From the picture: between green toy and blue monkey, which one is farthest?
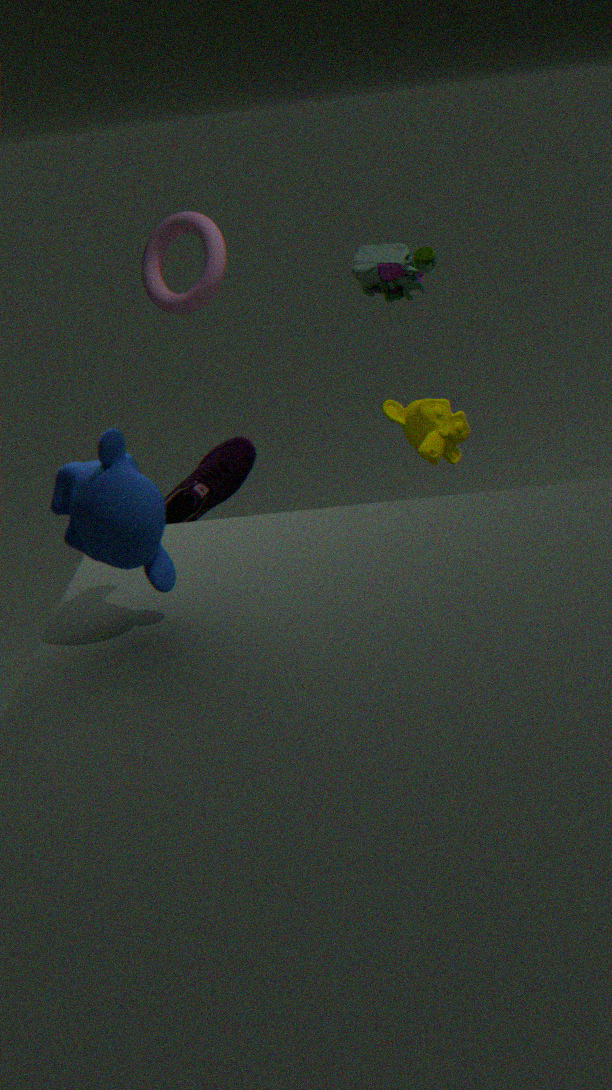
green toy
